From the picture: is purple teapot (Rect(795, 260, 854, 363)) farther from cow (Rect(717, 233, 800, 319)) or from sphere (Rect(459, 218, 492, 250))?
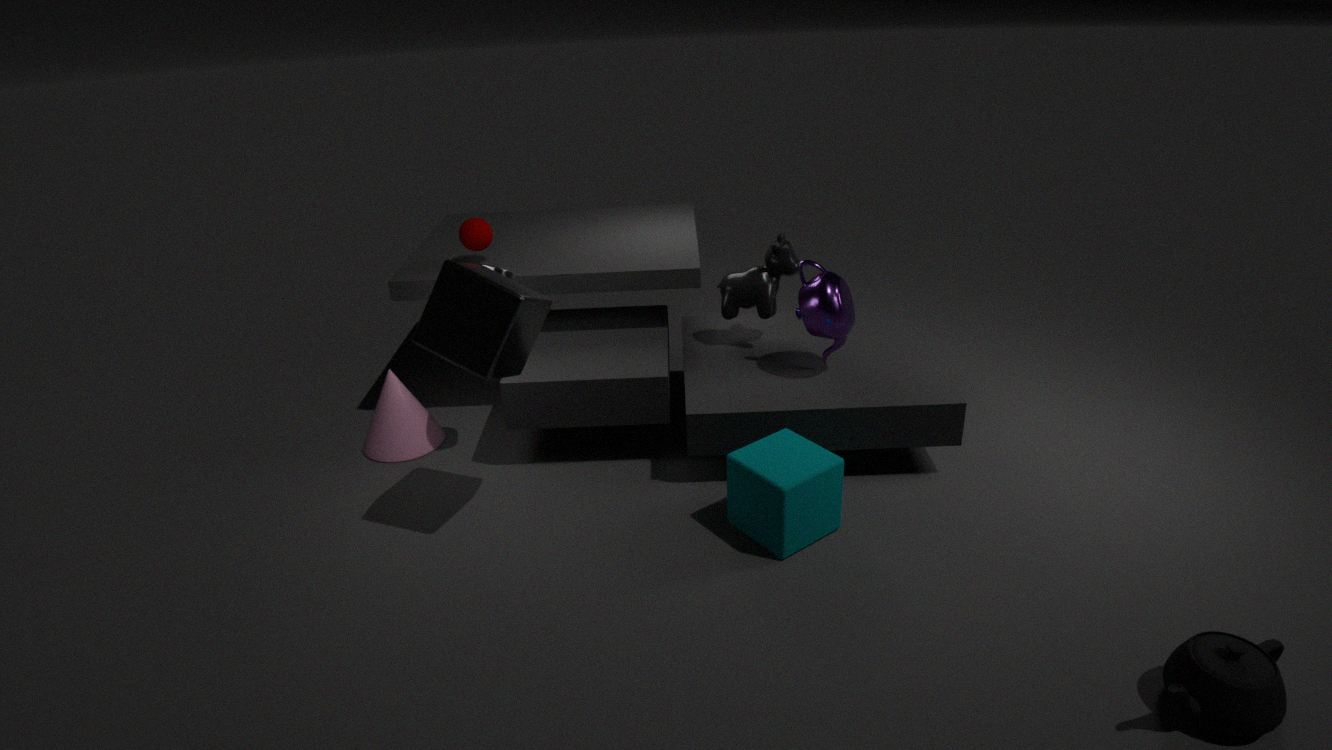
sphere (Rect(459, 218, 492, 250))
